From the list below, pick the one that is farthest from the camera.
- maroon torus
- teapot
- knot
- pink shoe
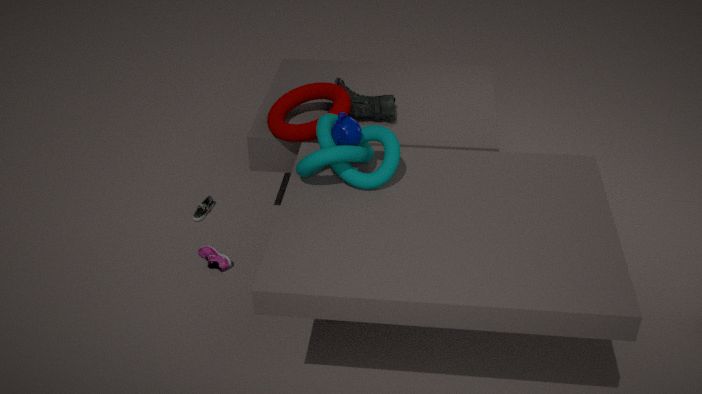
pink shoe
